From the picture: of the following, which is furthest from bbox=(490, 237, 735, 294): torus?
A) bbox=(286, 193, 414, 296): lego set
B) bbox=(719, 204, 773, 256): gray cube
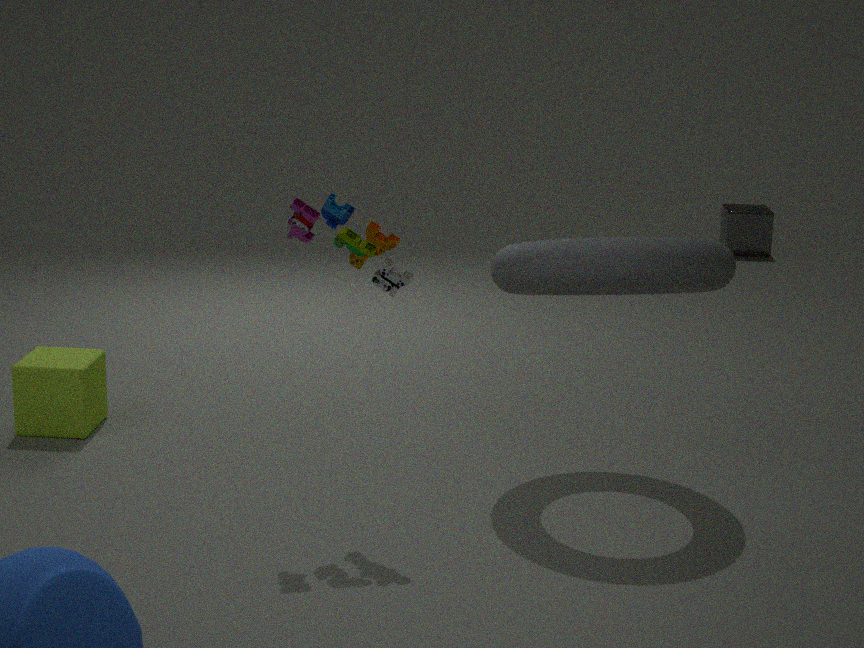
bbox=(719, 204, 773, 256): gray cube
